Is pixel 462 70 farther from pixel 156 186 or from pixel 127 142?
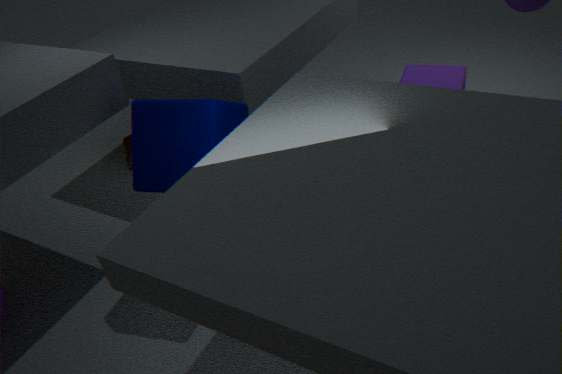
pixel 127 142
